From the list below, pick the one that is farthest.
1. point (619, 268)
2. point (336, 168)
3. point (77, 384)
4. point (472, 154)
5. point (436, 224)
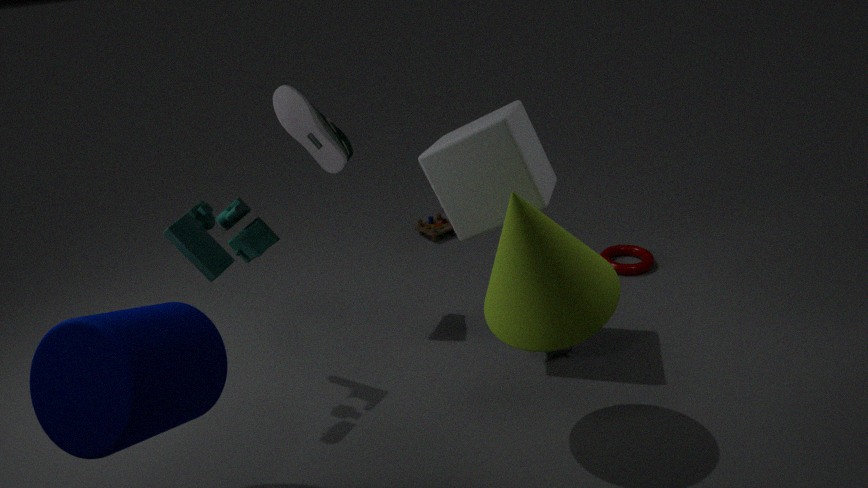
point (436, 224)
